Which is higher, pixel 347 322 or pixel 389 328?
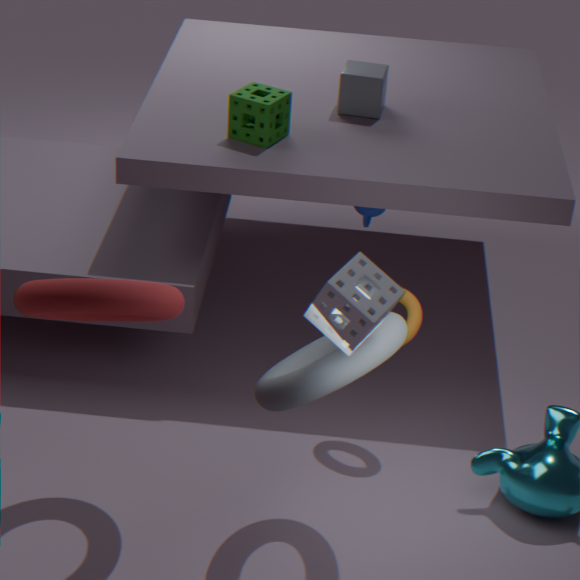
pixel 347 322
